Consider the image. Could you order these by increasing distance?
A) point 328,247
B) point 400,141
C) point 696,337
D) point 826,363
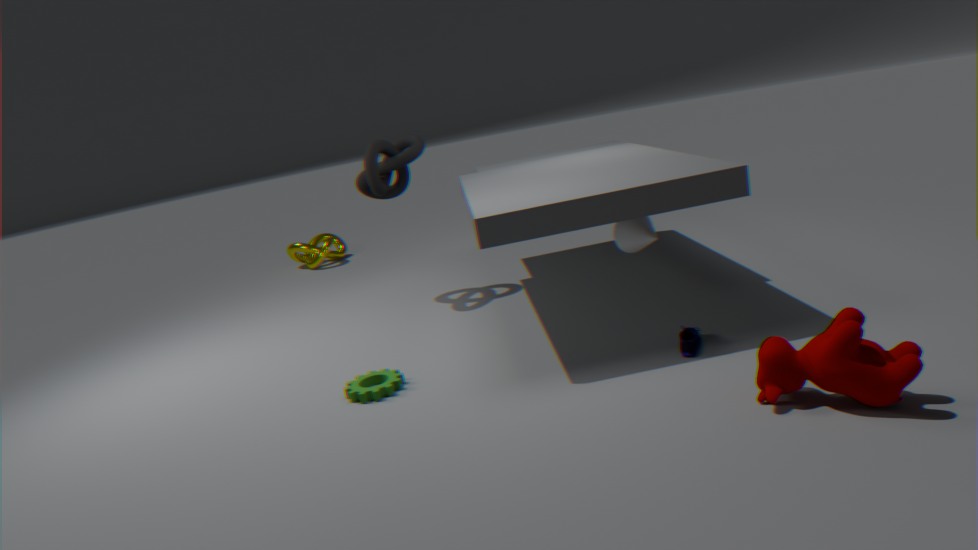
point 826,363 → point 696,337 → point 400,141 → point 328,247
